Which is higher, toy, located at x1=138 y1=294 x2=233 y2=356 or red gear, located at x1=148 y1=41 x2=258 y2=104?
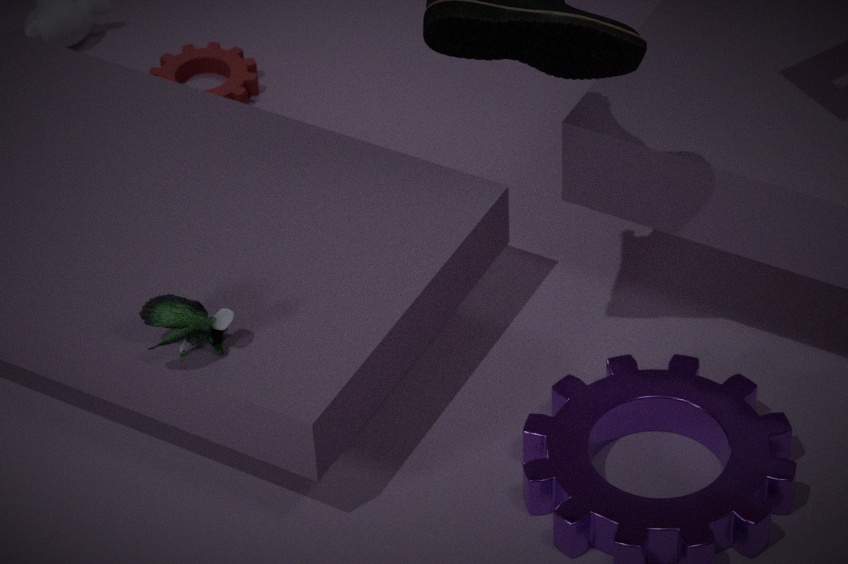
toy, located at x1=138 y1=294 x2=233 y2=356
